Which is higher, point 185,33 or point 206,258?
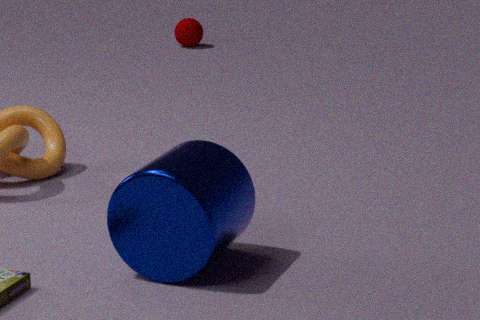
point 206,258
